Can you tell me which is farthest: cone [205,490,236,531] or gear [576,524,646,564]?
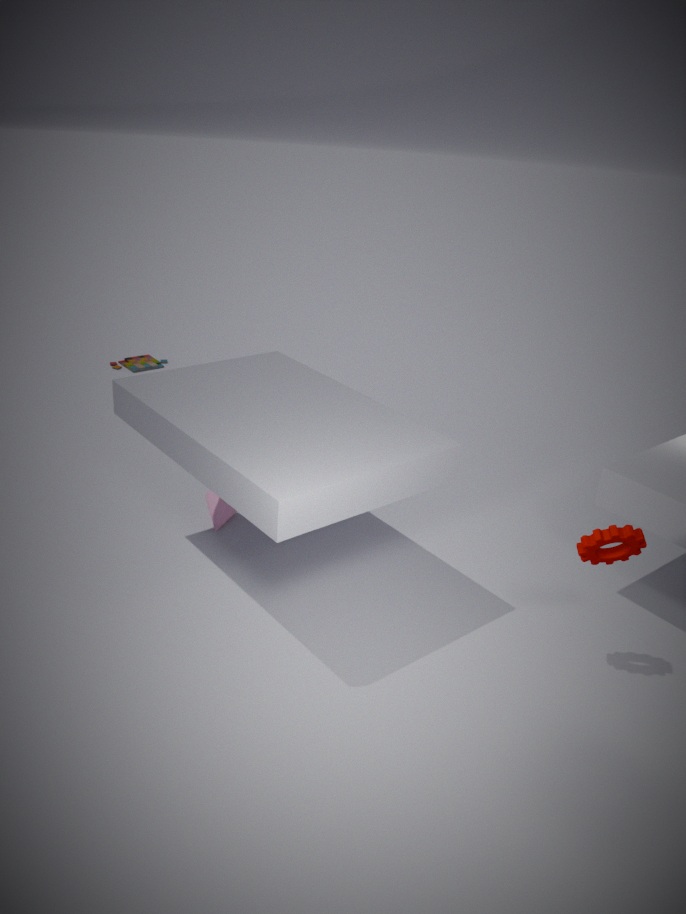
cone [205,490,236,531]
